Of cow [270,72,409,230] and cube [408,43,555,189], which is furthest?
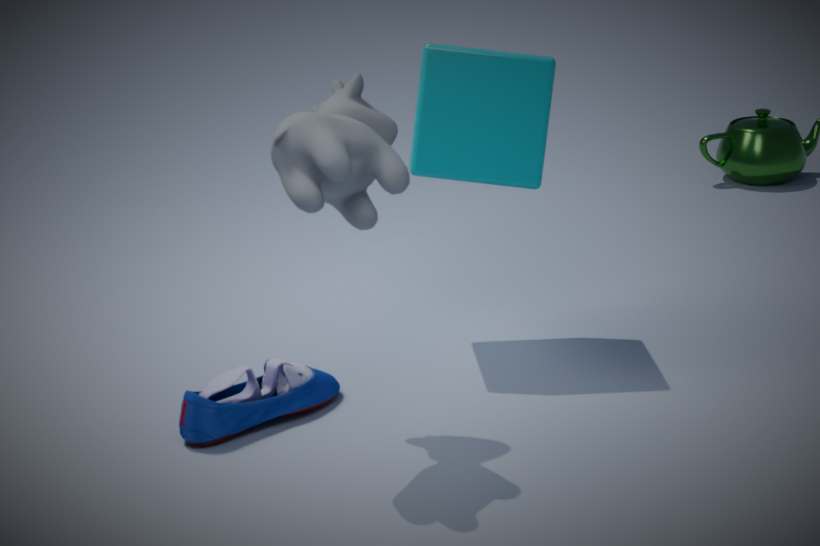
cube [408,43,555,189]
